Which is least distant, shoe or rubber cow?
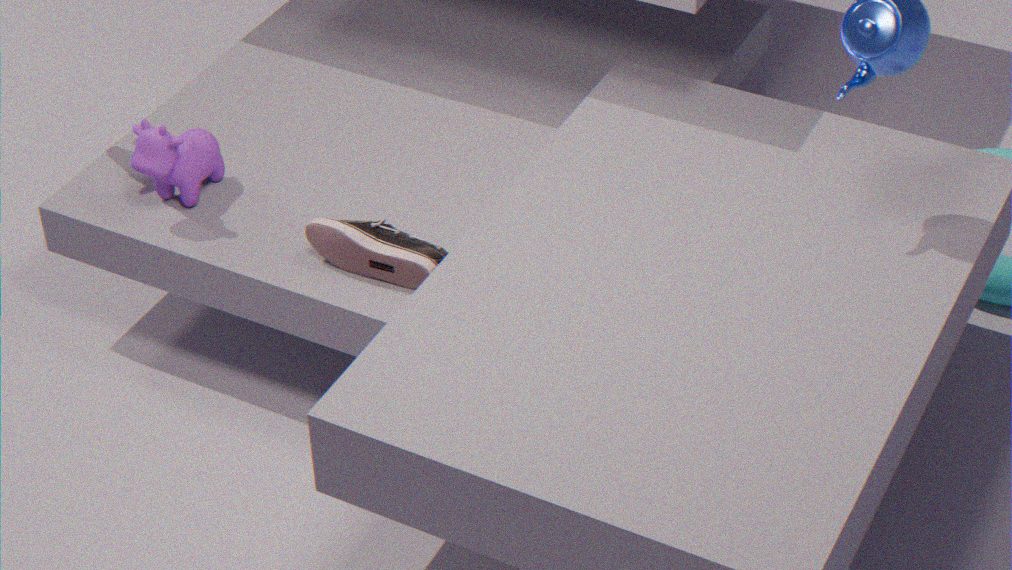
shoe
